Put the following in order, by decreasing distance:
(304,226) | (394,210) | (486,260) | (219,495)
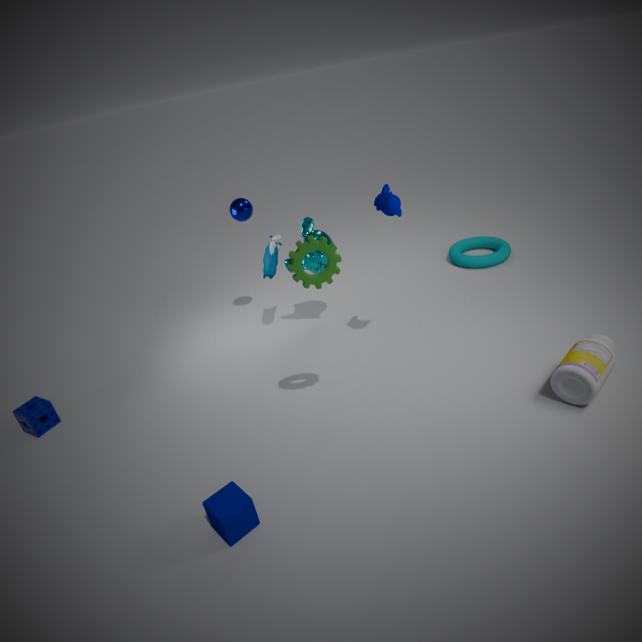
(486,260)
(304,226)
(394,210)
(219,495)
